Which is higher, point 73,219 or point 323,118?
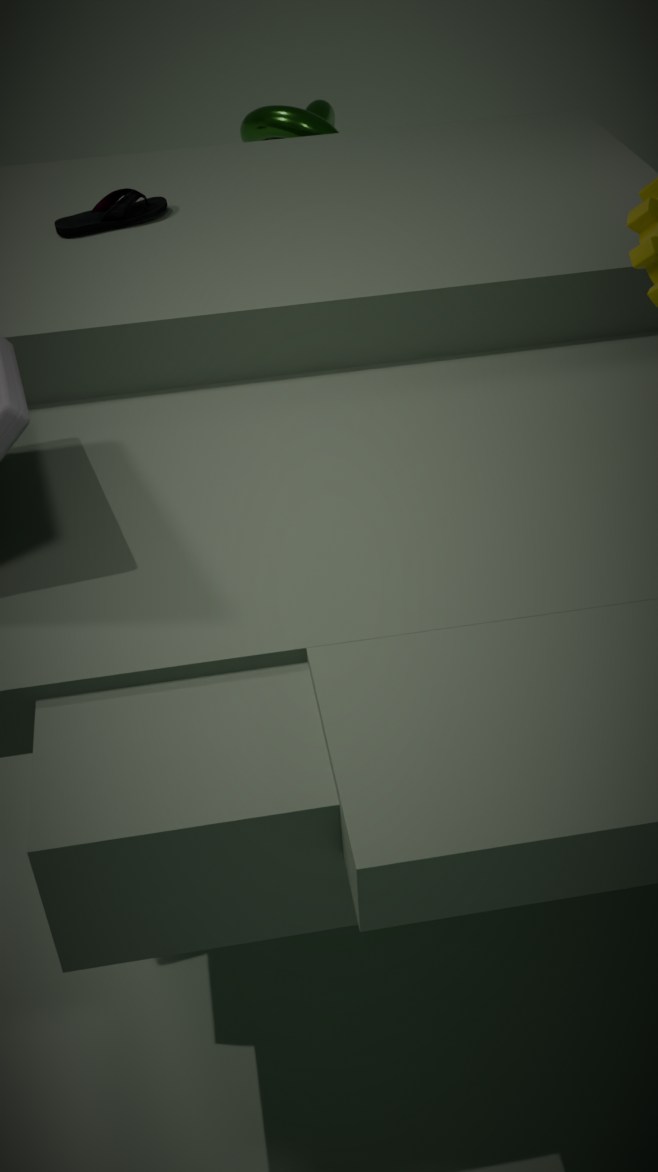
point 73,219
